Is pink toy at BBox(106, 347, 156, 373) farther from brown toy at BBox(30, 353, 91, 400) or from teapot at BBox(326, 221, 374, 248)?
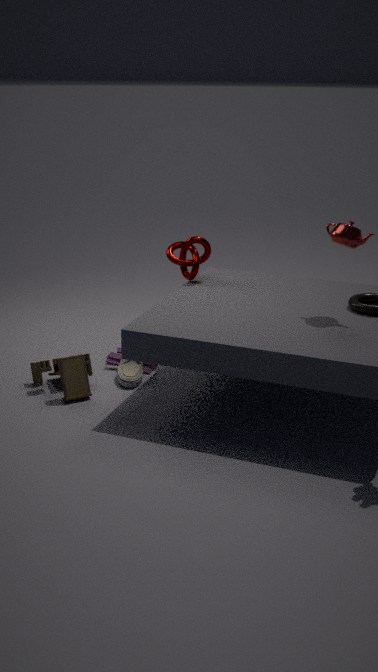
teapot at BBox(326, 221, 374, 248)
